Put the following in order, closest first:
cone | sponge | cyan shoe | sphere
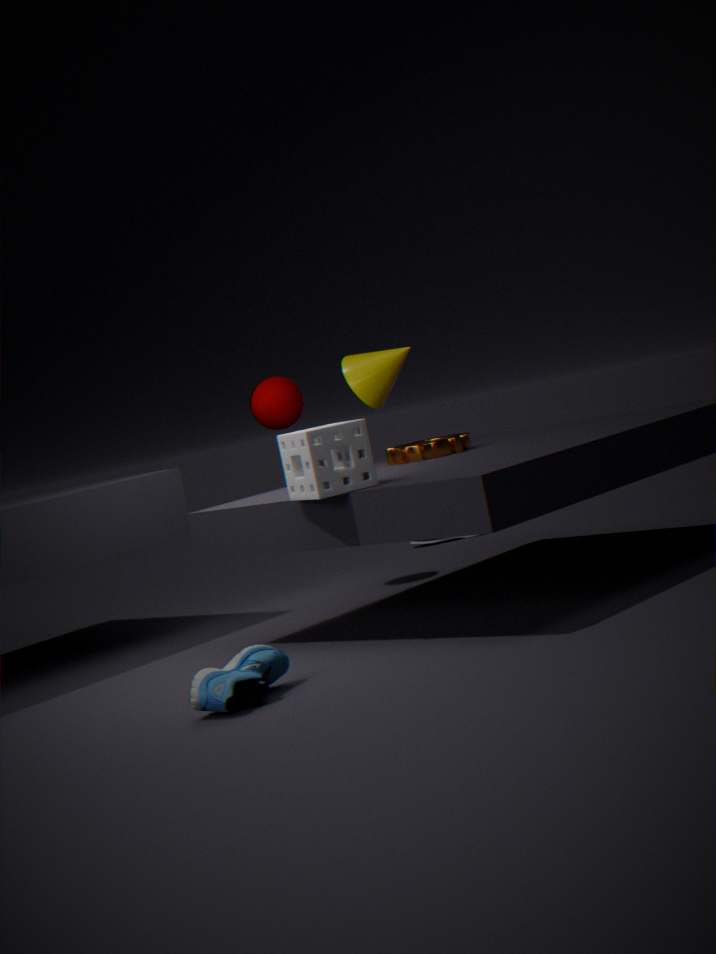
cyan shoe, sponge, sphere, cone
